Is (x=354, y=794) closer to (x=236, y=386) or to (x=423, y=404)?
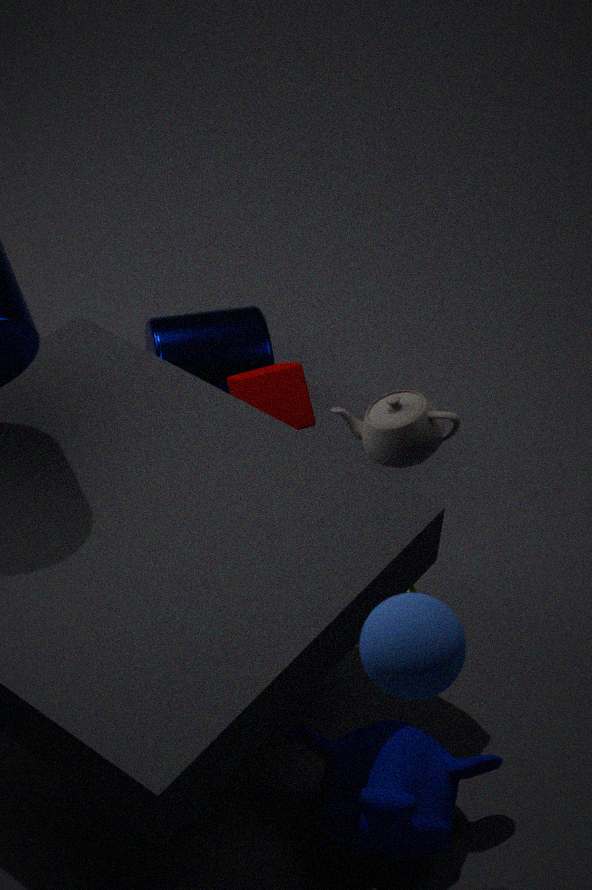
(x=423, y=404)
